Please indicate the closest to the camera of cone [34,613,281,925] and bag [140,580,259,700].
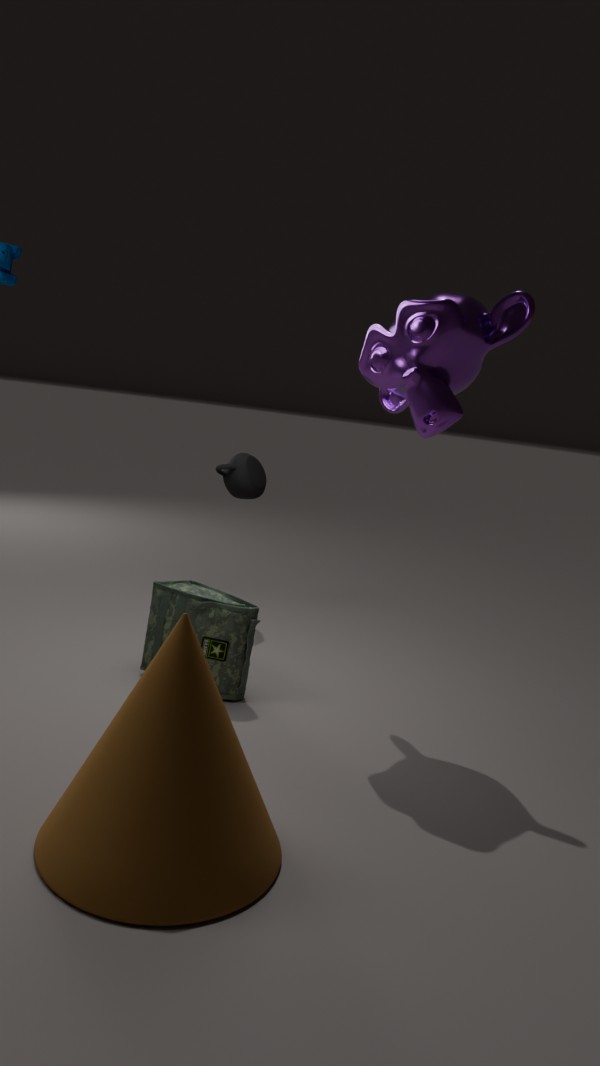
cone [34,613,281,925]
